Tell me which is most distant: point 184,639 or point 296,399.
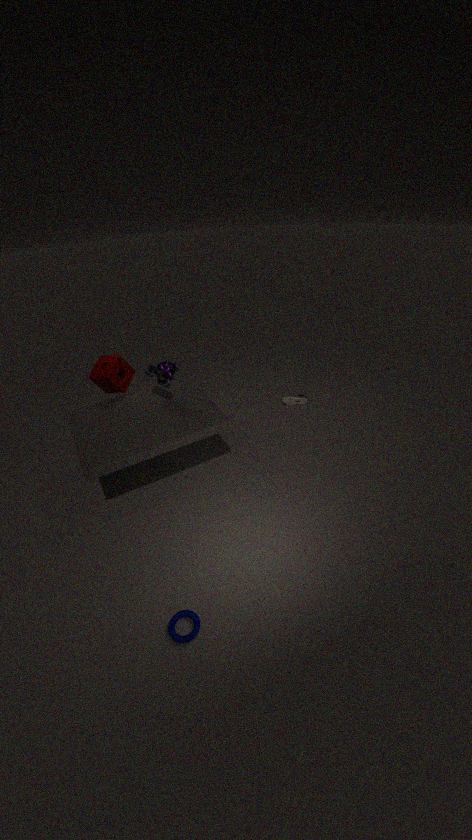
point 296,399
